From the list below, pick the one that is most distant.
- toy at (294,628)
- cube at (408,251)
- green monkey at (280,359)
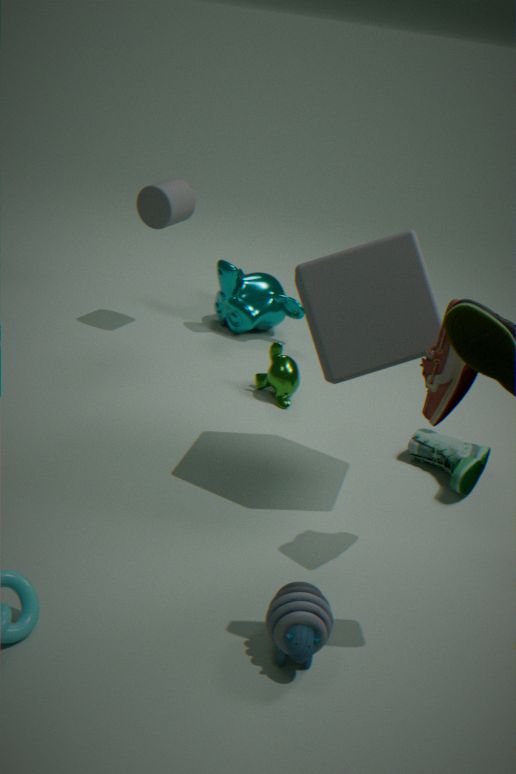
green monkey at (280,359)
